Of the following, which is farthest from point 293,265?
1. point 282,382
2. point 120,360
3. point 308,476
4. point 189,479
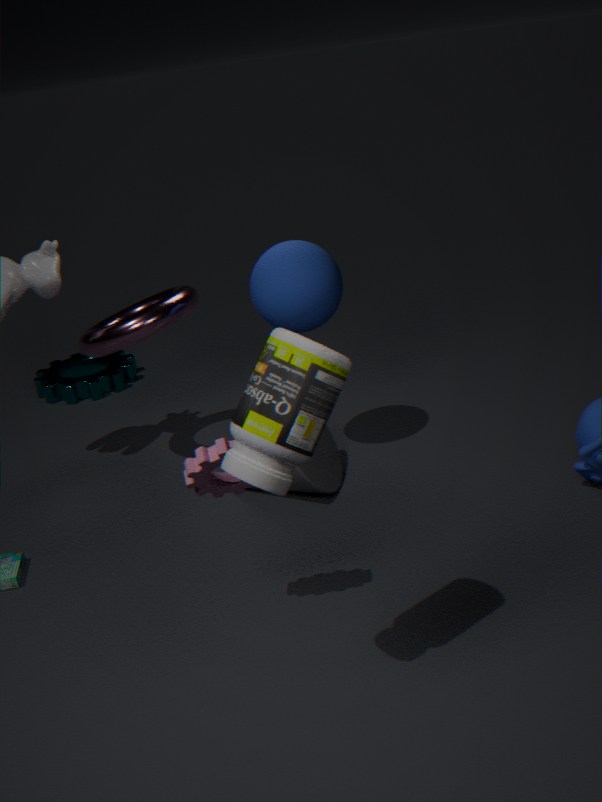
point 120,360
